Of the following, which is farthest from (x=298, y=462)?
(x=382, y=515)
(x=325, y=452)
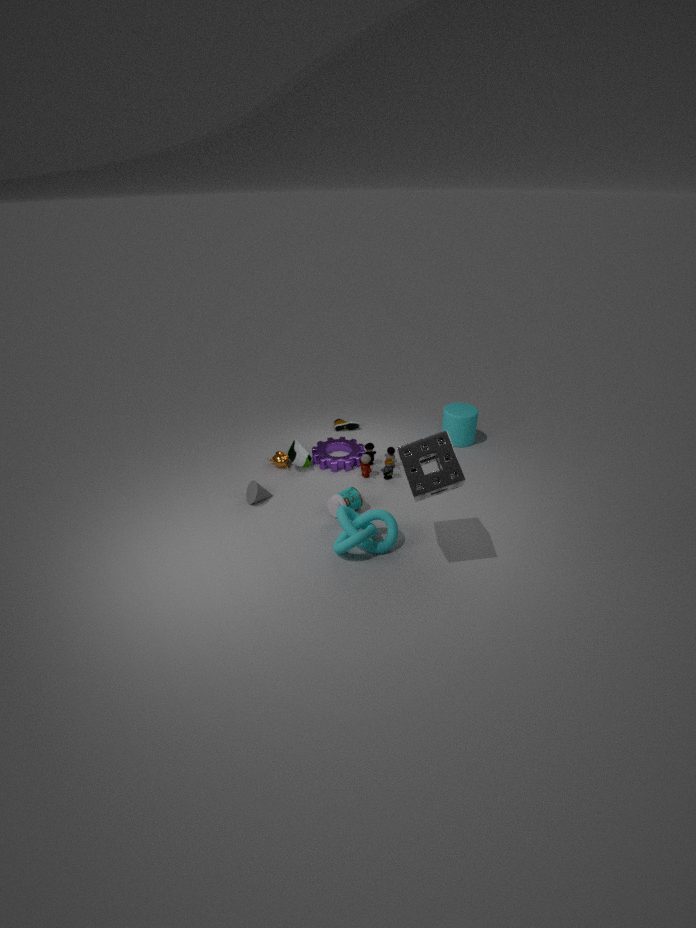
(x=382, y=515)
